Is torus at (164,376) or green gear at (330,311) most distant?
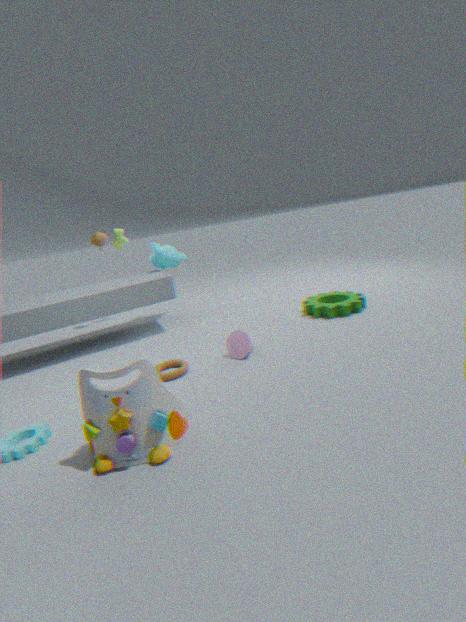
green gear at (330,311)
